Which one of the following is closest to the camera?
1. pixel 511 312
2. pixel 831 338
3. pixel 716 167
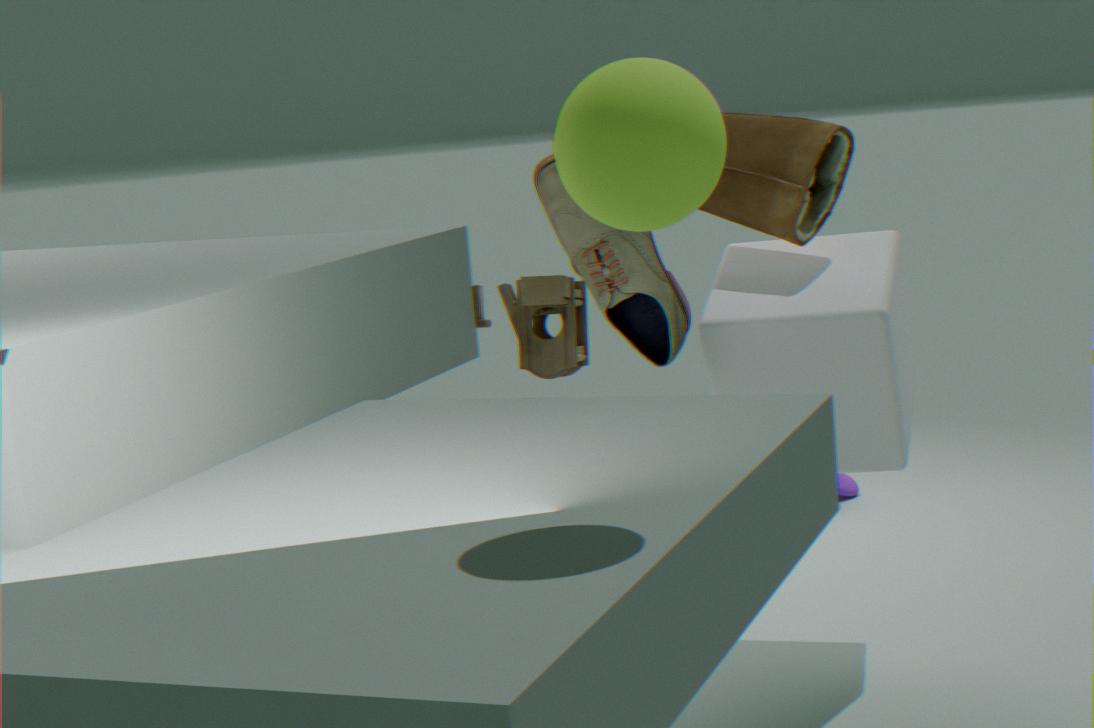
pixel 716 167
